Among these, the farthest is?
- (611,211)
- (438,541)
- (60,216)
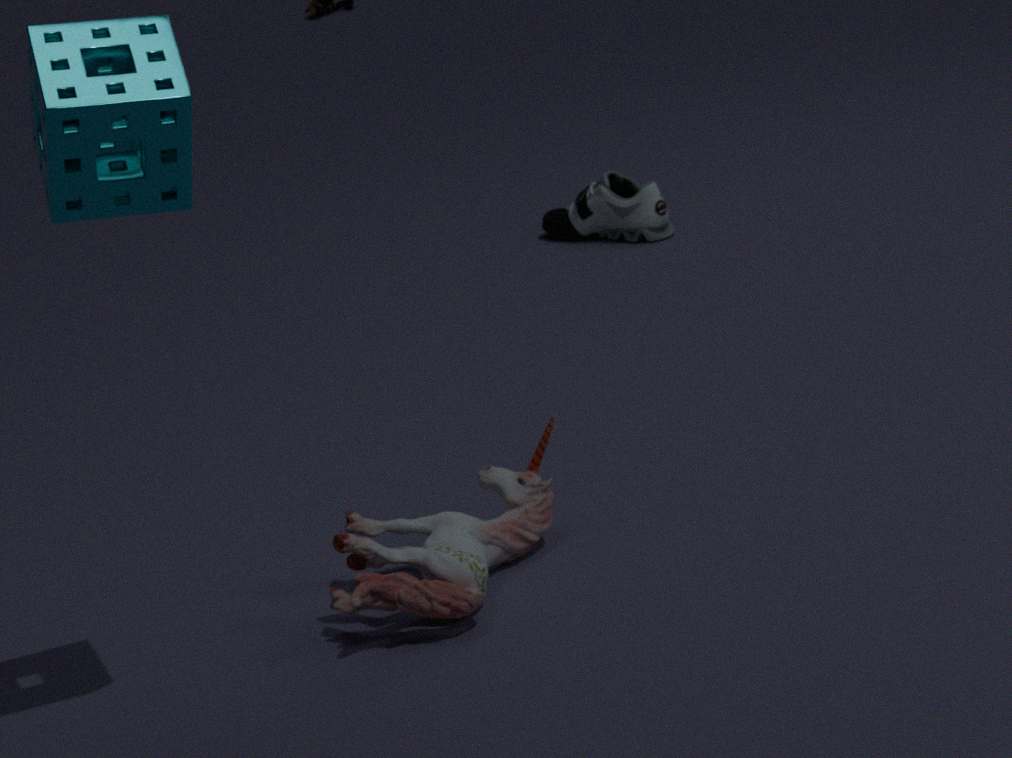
(611,211)
